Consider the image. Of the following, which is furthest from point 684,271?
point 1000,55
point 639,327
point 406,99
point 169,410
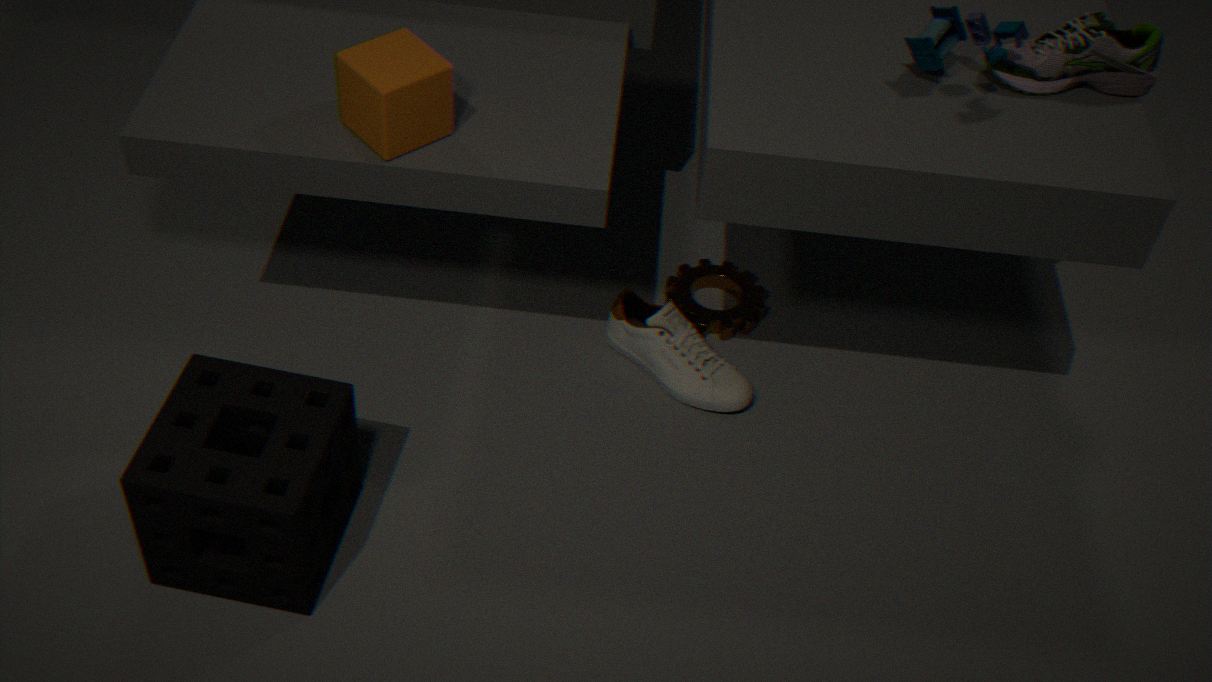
point 169,410
